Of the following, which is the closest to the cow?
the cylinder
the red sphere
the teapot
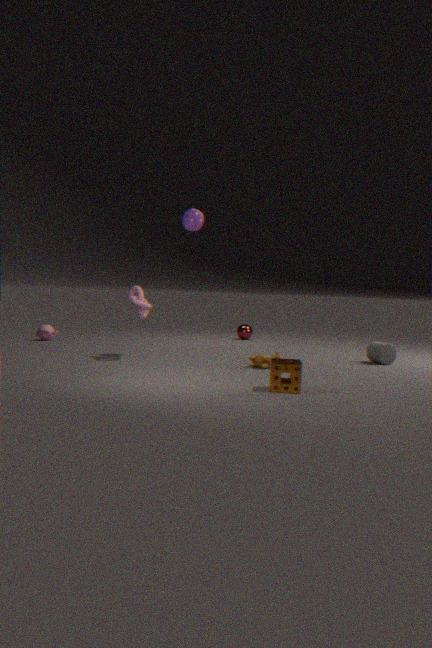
the cylinder
